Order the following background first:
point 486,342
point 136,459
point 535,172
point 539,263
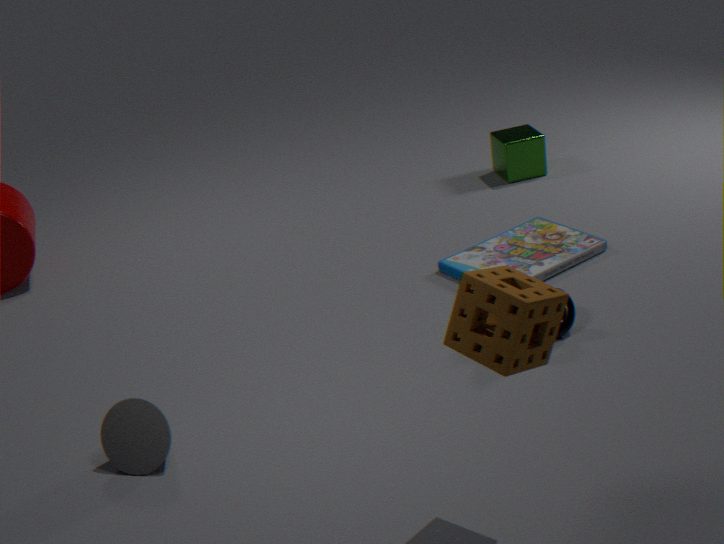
point 535,172 → point 539,263 → point 136,459 → point 486,342
